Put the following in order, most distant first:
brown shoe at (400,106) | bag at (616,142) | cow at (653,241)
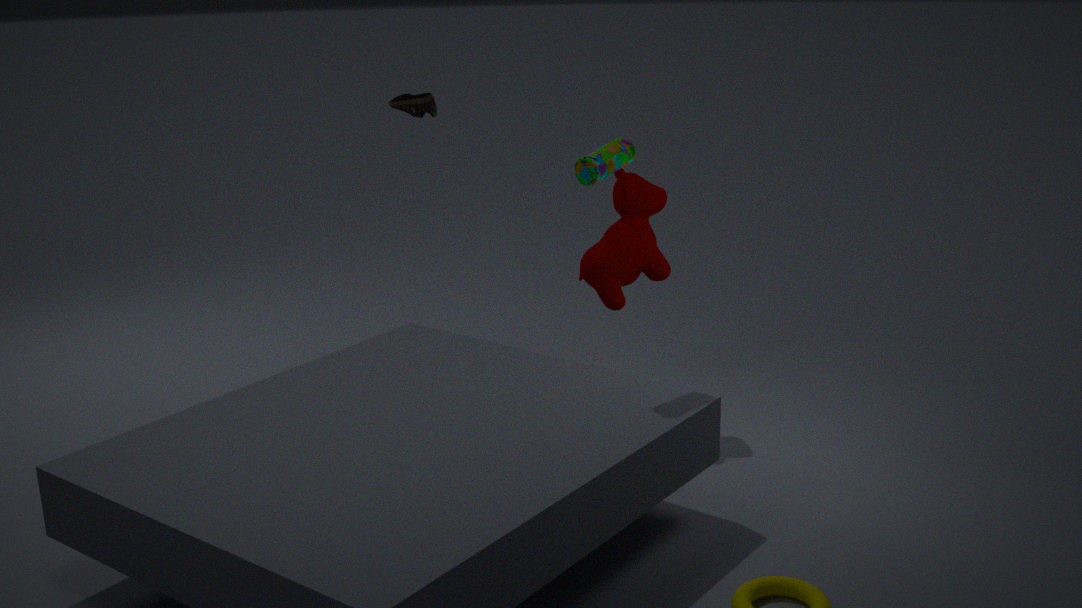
1. brown shoe at (400,106)
2. cow at (653,241)
3. bag at (616,142)
